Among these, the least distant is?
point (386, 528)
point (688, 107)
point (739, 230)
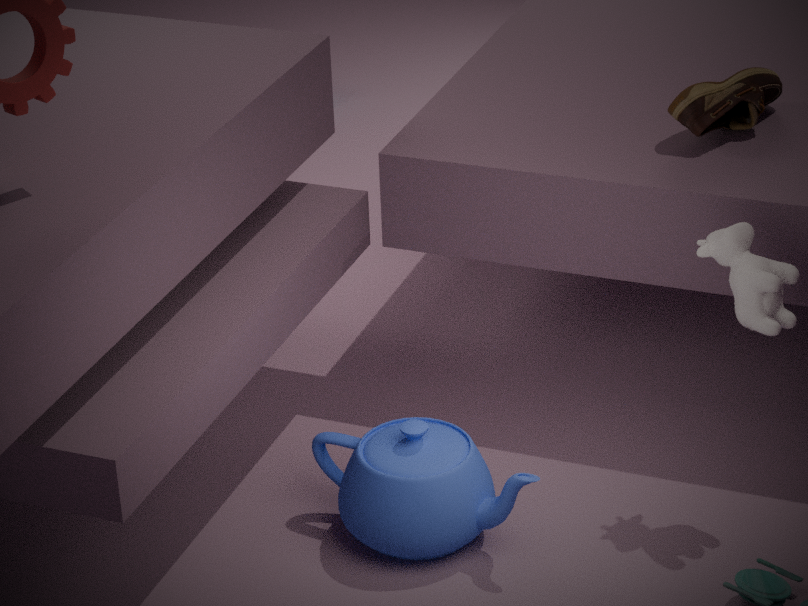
point (386, 528)
